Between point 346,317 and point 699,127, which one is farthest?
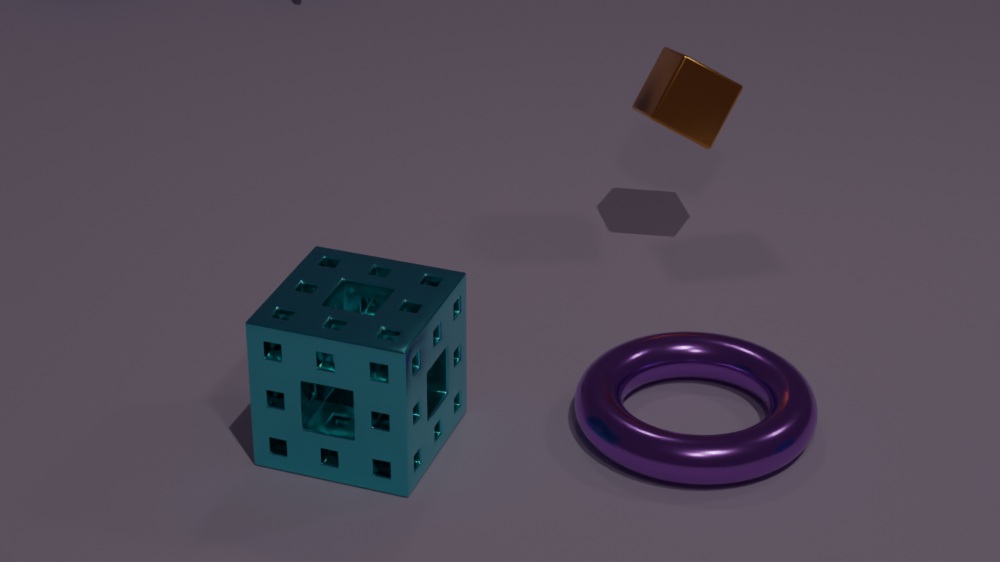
point 699,127
